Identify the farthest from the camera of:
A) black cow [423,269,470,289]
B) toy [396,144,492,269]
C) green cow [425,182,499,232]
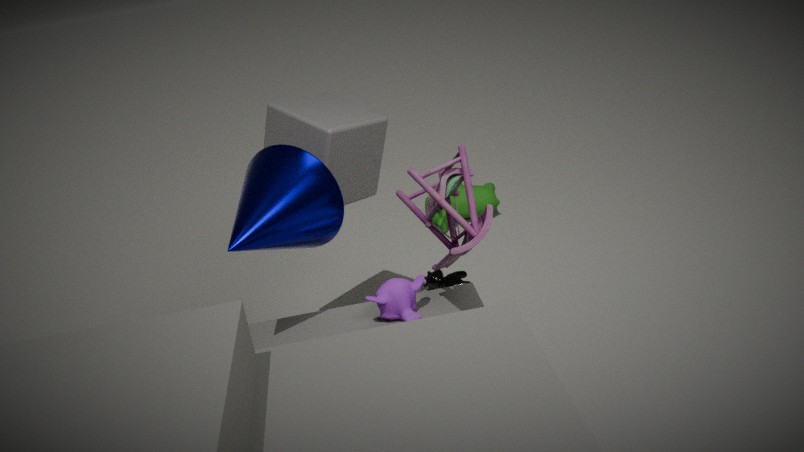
green cow [425,182,499,232]
